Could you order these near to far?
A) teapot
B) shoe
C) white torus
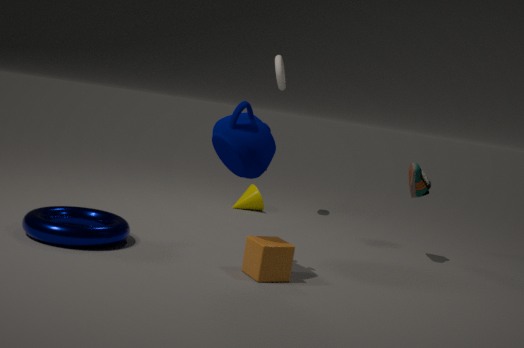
teapot, shoe, white torus
